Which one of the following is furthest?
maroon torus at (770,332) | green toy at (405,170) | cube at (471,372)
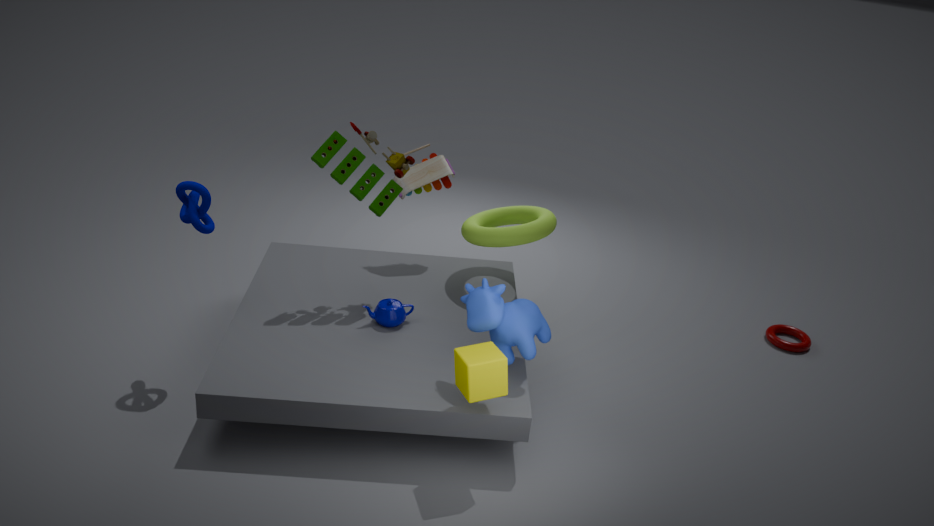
maroon torus at (770,332)
